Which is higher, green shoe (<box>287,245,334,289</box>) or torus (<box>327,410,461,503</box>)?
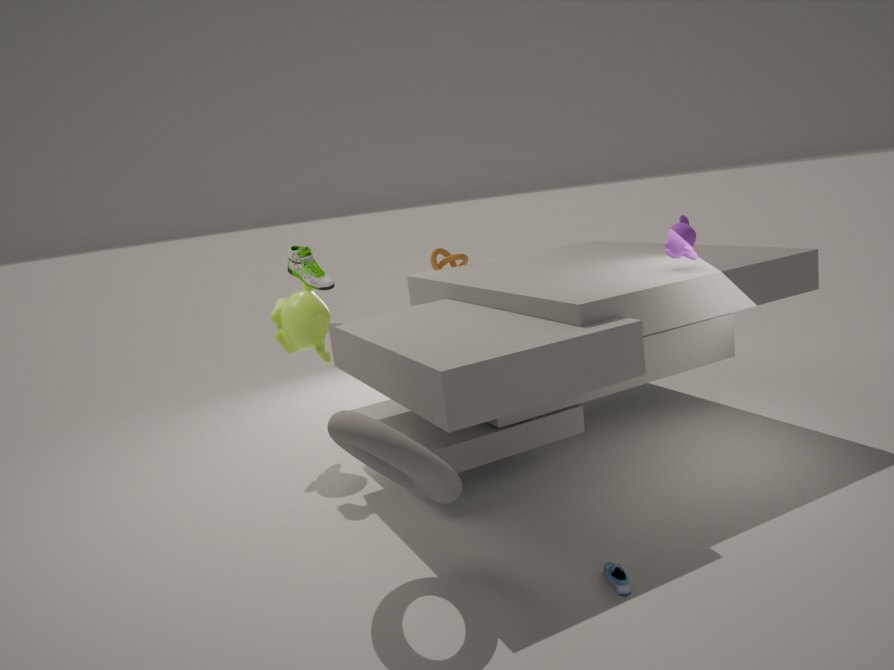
green shoe (<box>287,245,334,289</box>)
